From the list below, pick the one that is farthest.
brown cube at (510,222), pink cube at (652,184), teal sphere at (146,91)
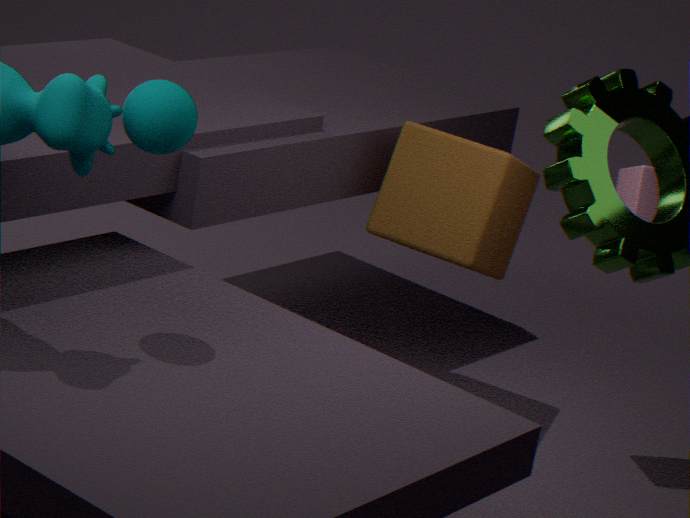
brown cube at (510,222)
